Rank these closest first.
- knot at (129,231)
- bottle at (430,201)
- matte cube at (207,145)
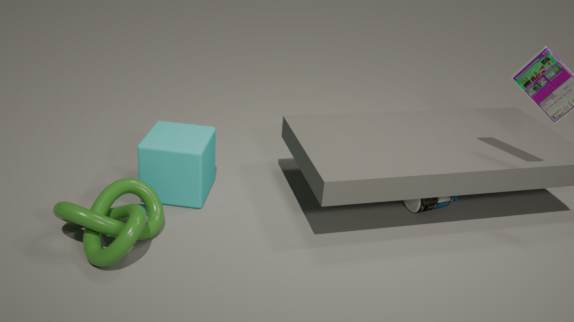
knot at (129,231), matte cube at (207,145), bottle at (430,201)
